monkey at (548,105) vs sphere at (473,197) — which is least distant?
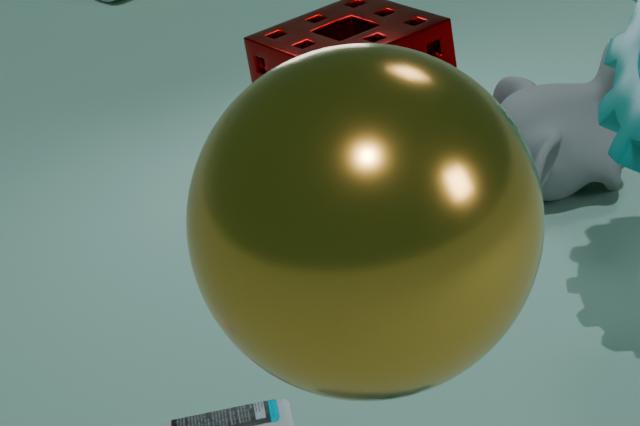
sphere at (473,197)
